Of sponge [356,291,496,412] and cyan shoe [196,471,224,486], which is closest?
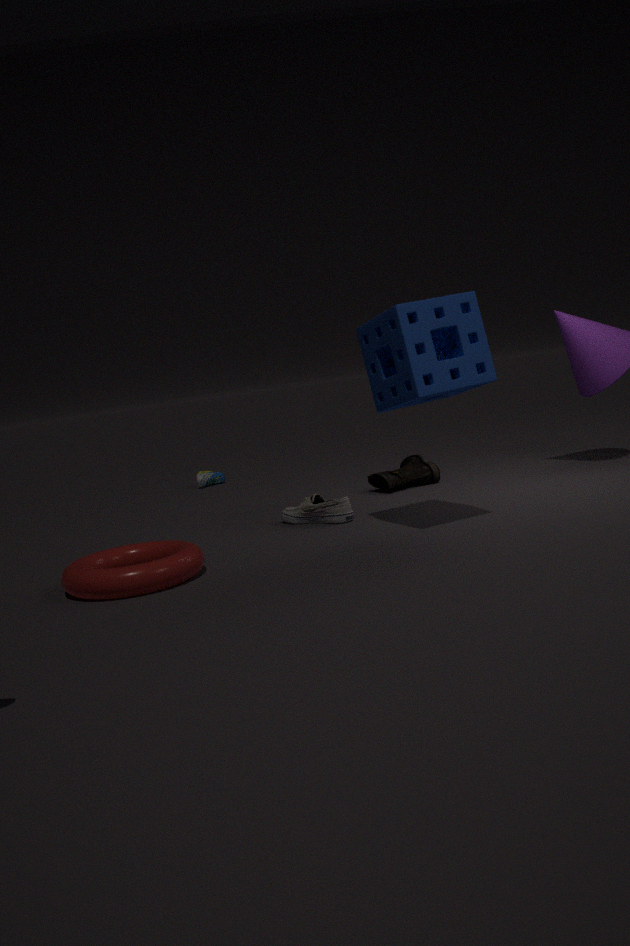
sponge [356,291,496,412]
